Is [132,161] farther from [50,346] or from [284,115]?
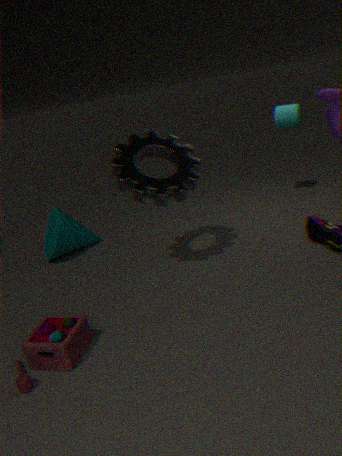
[284,115]
